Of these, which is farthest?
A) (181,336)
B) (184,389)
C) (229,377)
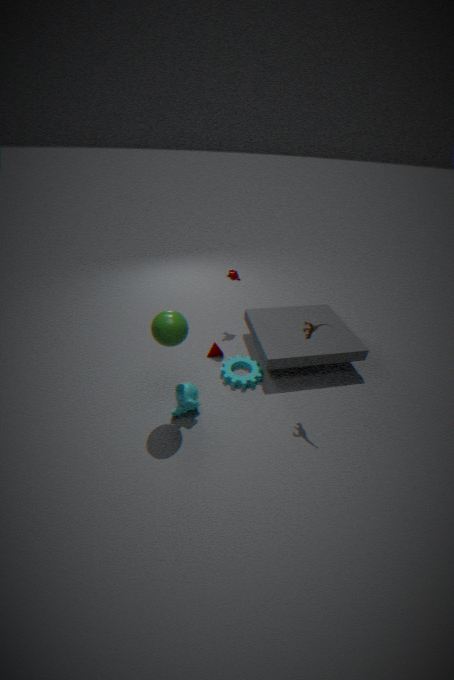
(229,377)
